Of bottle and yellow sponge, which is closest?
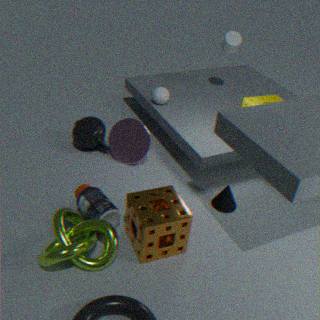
bottle
